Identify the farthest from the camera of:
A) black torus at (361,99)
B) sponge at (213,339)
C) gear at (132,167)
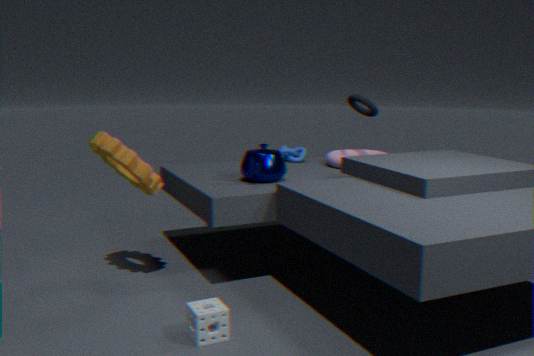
black torus at (361,99)
